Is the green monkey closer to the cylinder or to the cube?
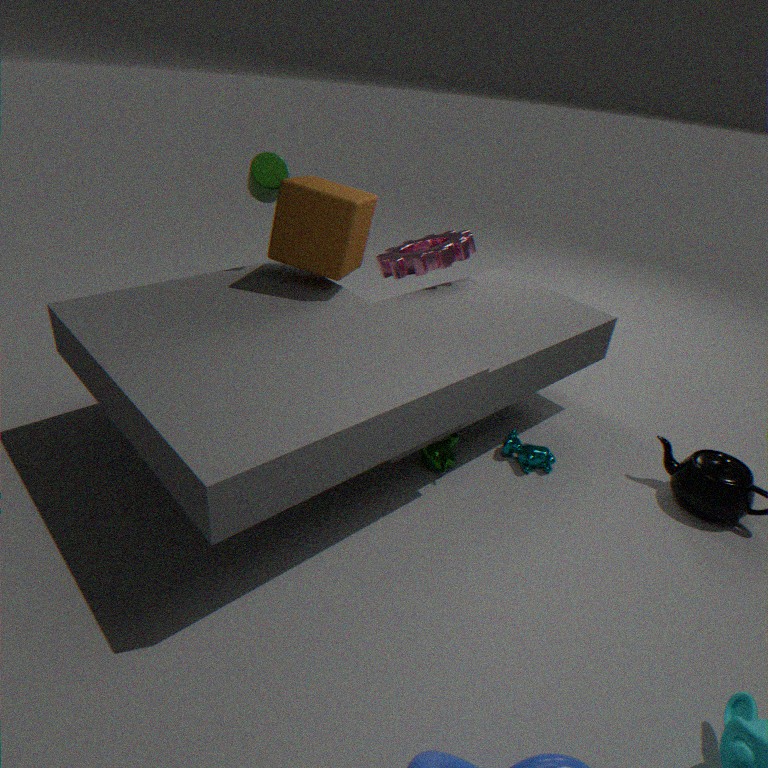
the cube
